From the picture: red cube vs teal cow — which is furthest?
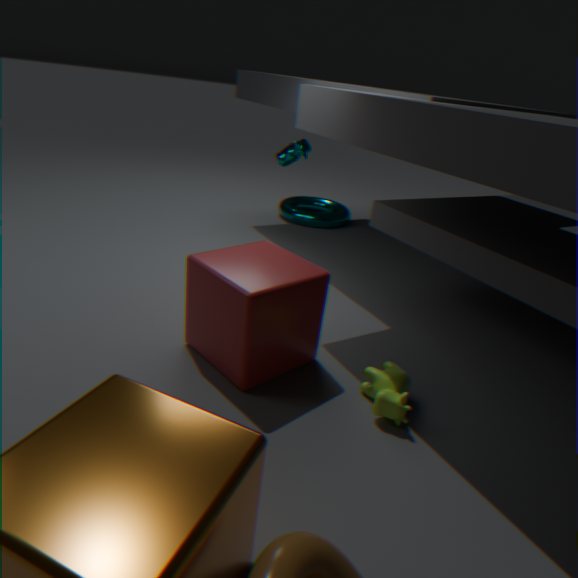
teal cow
